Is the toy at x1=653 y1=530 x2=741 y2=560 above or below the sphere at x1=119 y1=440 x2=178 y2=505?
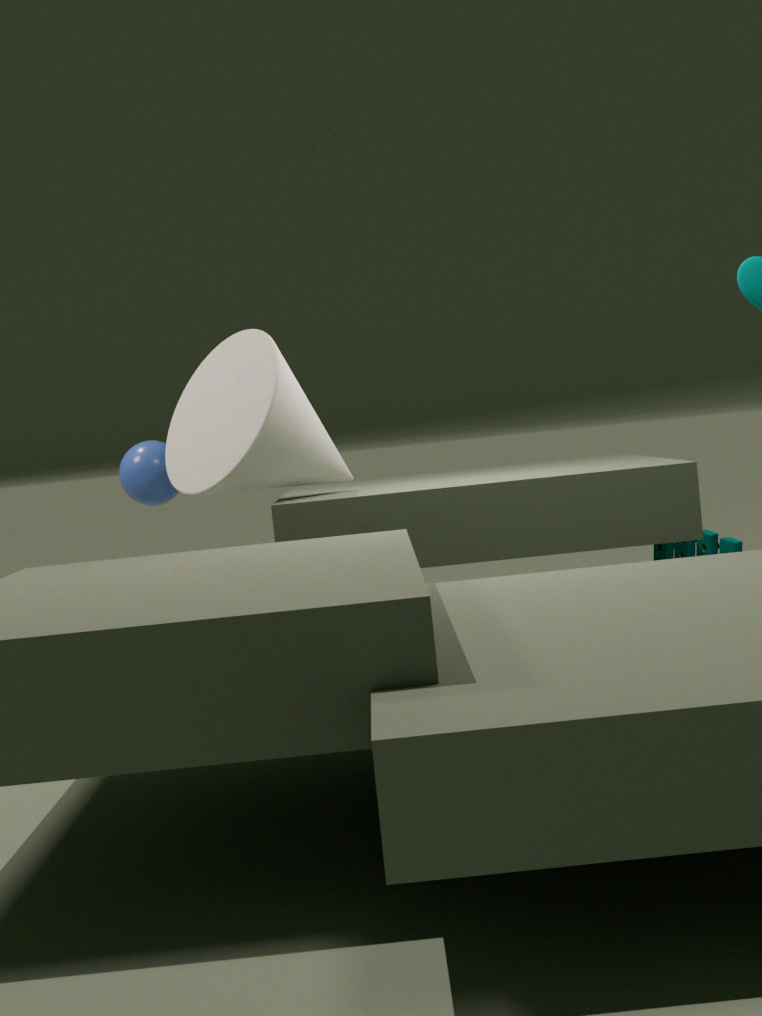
below
